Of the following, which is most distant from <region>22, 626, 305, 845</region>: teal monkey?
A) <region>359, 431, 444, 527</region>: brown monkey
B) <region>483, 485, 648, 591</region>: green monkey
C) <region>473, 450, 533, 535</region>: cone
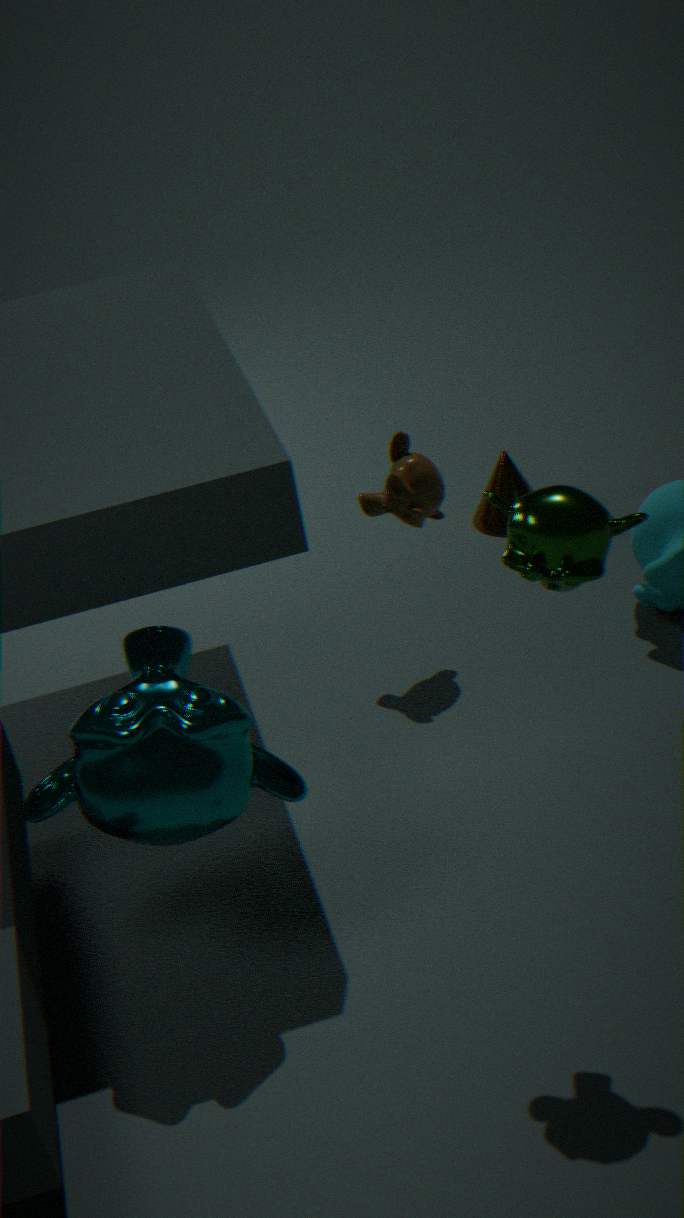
<region>473, 450, 533, 535</region>: cone
